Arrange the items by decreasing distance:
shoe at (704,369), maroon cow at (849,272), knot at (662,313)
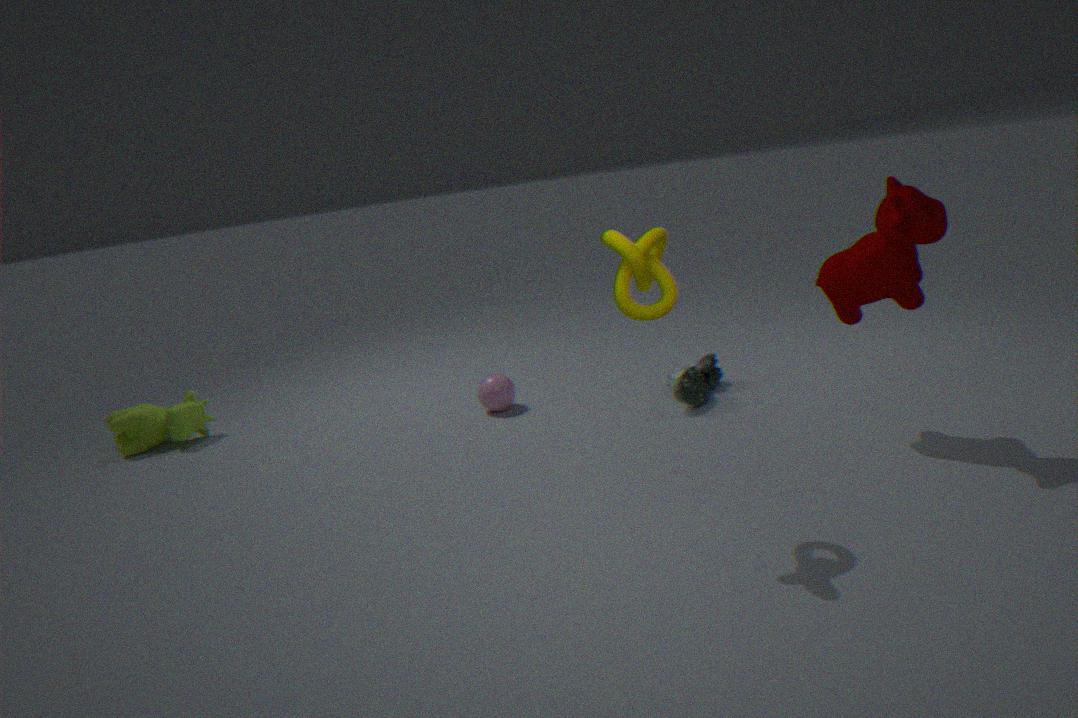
shoe at (704,369), maroon cow at (849,272), knot at (662,313)
